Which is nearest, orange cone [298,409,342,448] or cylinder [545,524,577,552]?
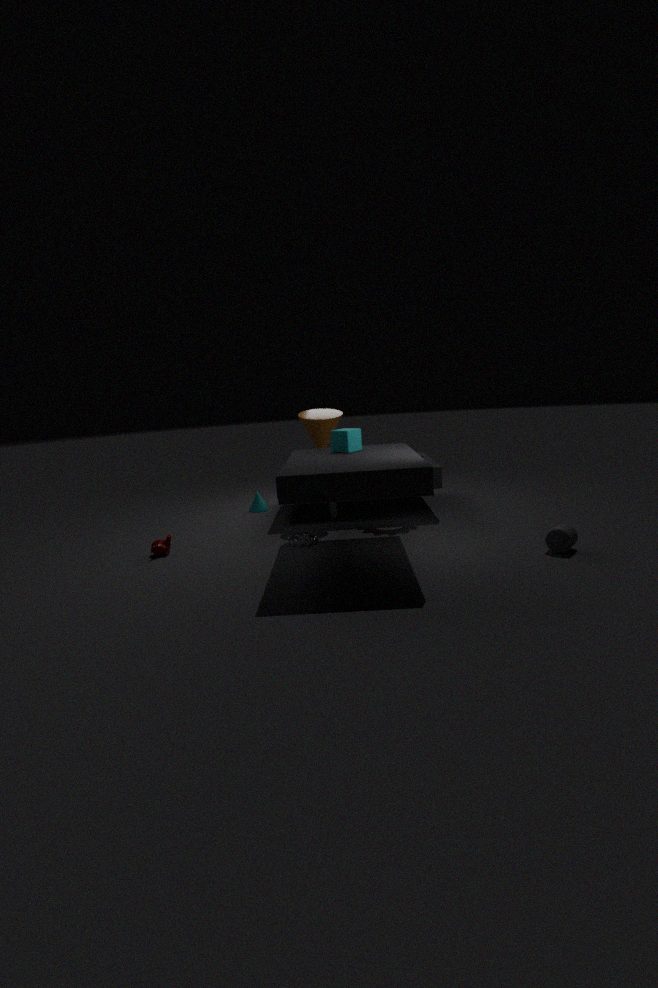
cylinder [545,524,577,552]
